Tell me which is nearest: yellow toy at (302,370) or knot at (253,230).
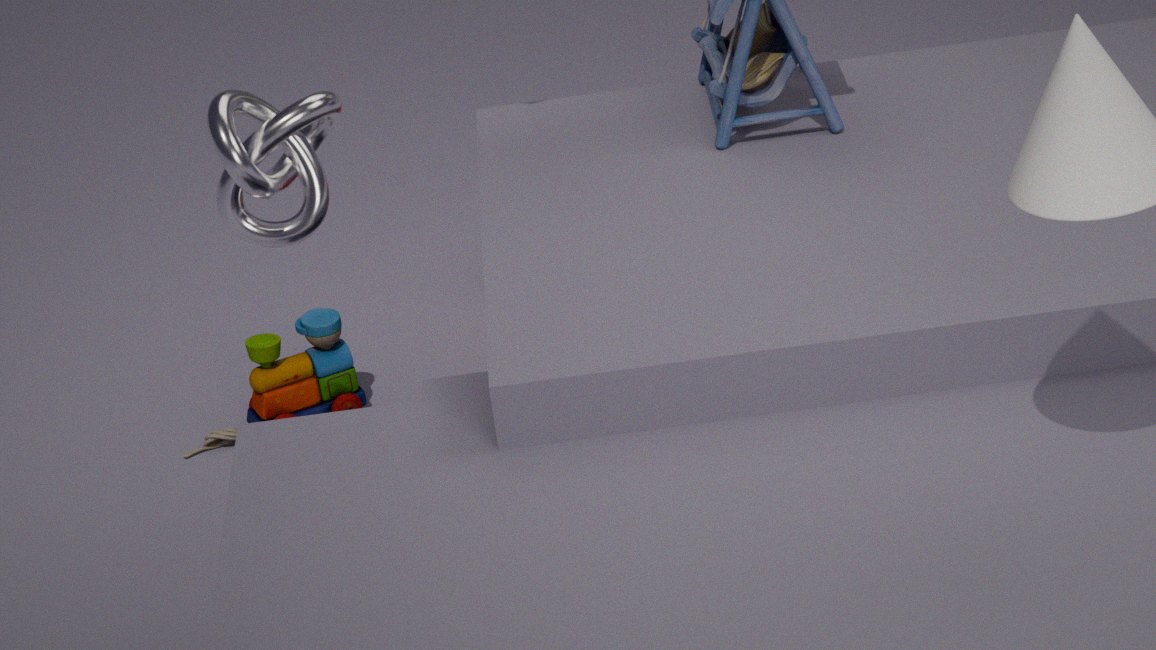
knot at (253,230)
